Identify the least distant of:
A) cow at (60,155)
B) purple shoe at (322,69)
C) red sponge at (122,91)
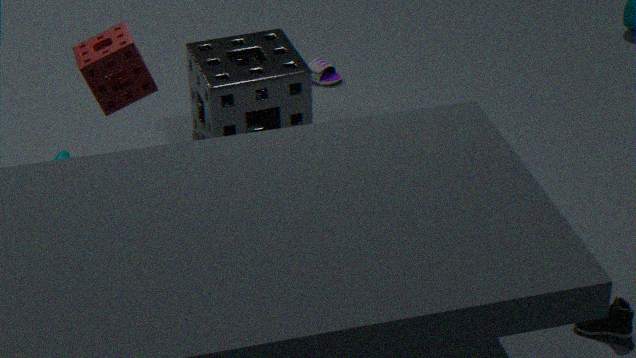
red sponge at (122,91)
